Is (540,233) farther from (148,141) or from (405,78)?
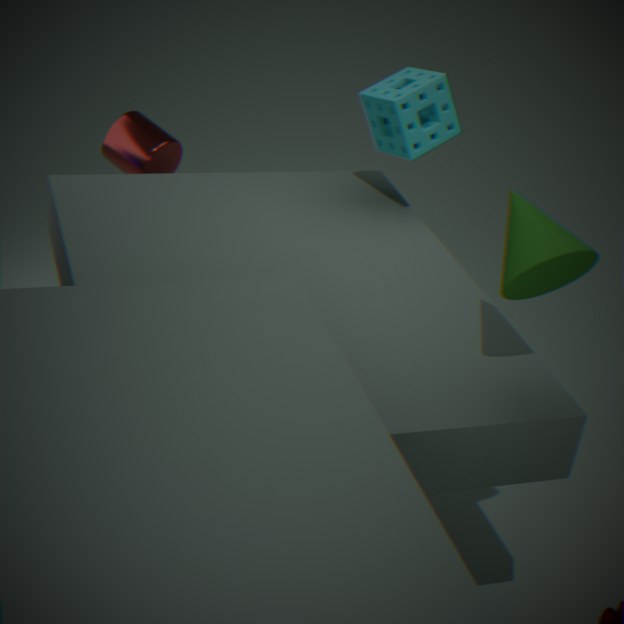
(148,141)
